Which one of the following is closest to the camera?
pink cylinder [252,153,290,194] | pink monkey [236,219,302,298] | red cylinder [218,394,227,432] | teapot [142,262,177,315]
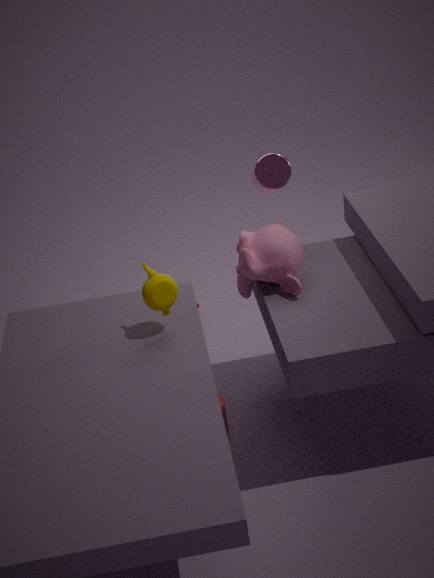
teapot [142,262,177,315]
